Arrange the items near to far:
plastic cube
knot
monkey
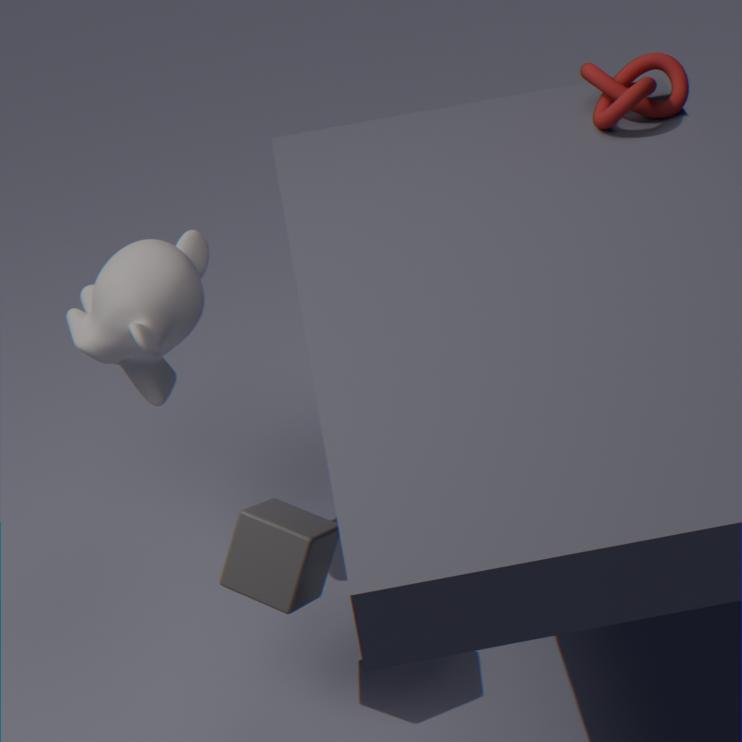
plastic cube, monkey, knot
